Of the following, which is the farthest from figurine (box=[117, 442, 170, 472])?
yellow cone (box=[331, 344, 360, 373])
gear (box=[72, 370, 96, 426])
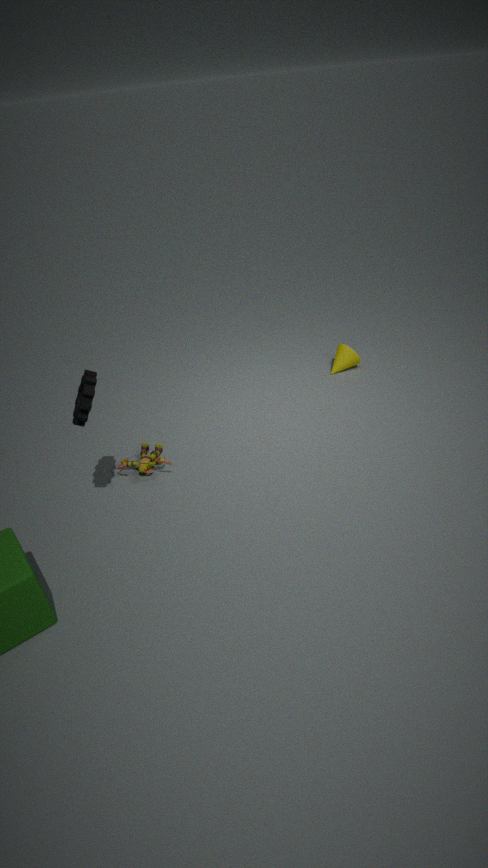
yellow cone (box=[331, 344, 360, 373])
